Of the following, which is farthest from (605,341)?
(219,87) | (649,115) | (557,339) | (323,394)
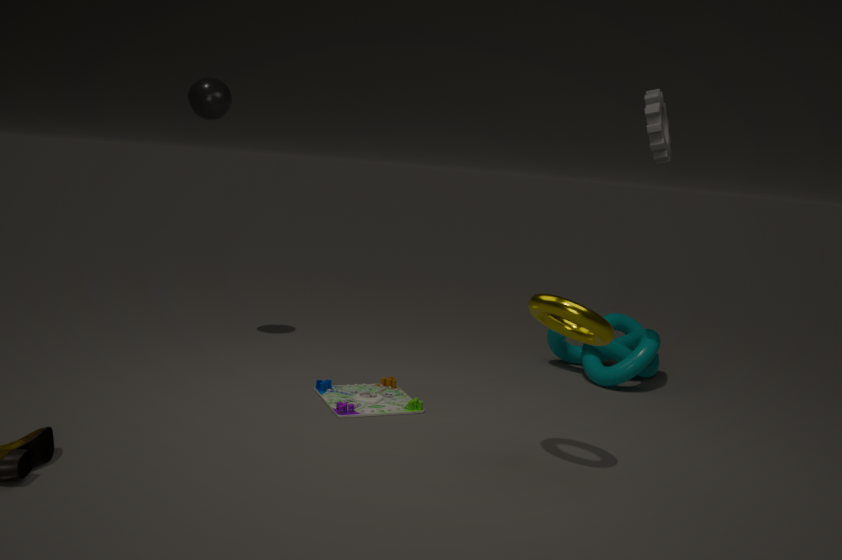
(219,87)
